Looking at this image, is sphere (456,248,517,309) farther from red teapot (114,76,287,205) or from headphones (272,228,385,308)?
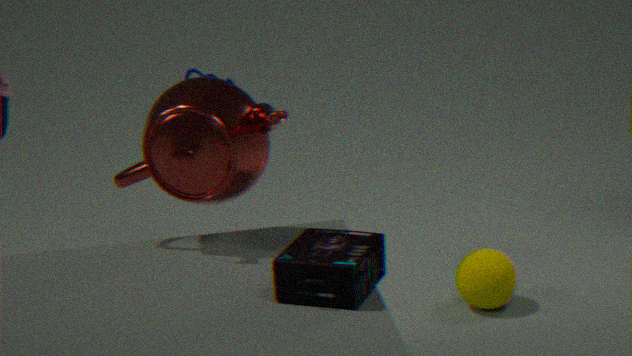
red teapot (114,76,287,205)
